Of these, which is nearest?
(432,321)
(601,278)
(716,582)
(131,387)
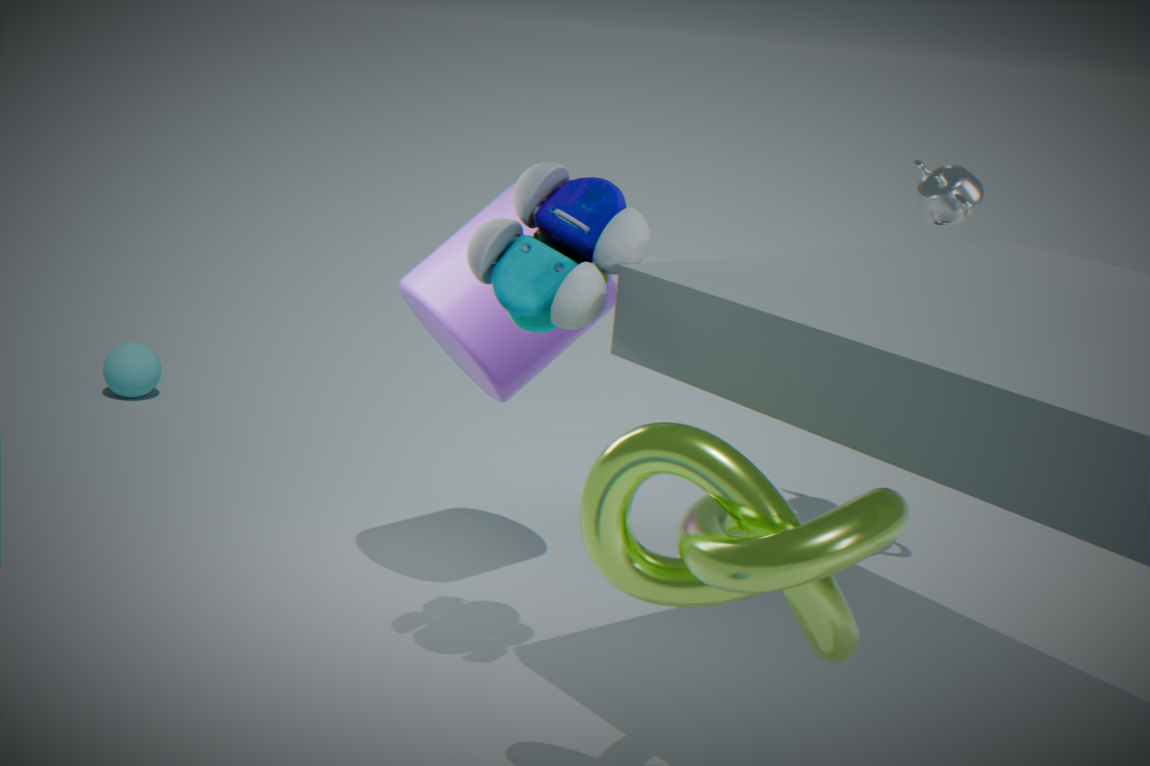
(716,582)
